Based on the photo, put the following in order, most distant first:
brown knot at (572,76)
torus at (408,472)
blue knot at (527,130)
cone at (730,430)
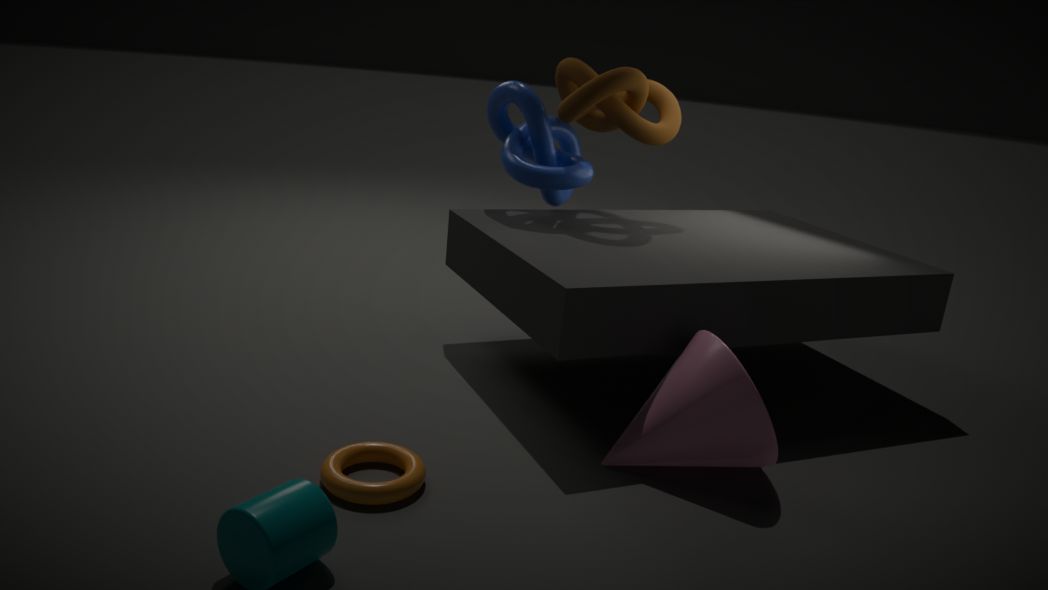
blue knot at (527,130) → brown knot at (572,76) → cone at (730,430) → torus at (408,472)
